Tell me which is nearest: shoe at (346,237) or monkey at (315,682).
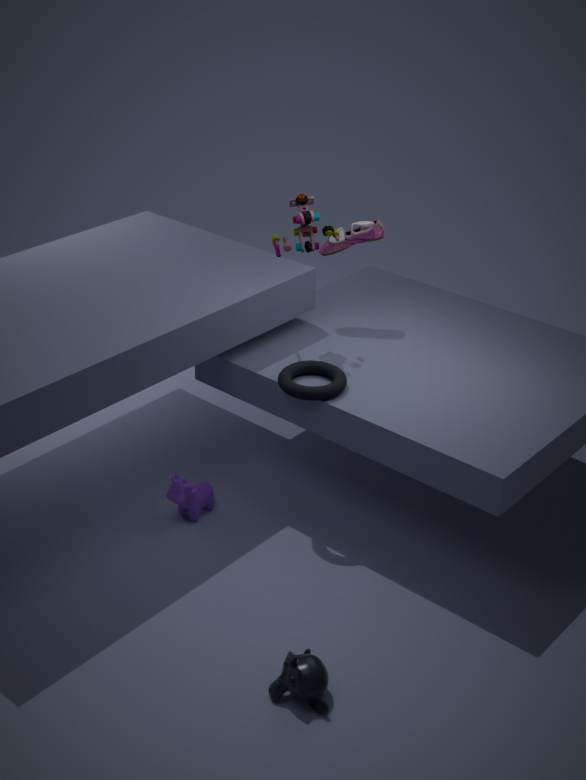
monkey at (315,682)
